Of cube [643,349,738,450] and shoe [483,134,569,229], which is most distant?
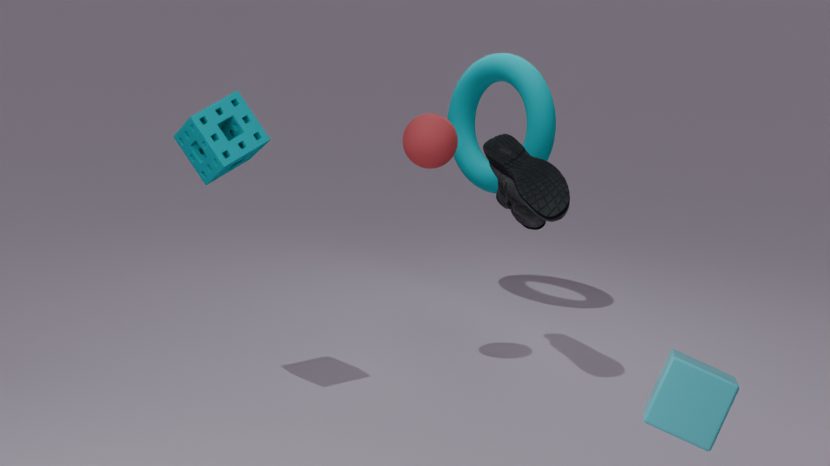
shoe [483,134,569,229]
